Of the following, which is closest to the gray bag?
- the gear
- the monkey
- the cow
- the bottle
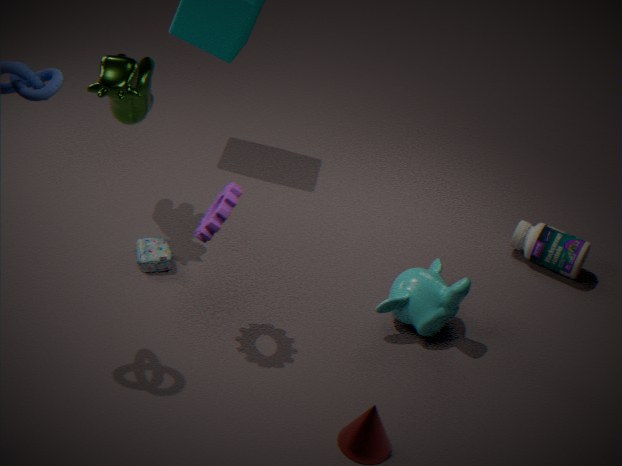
the gear
